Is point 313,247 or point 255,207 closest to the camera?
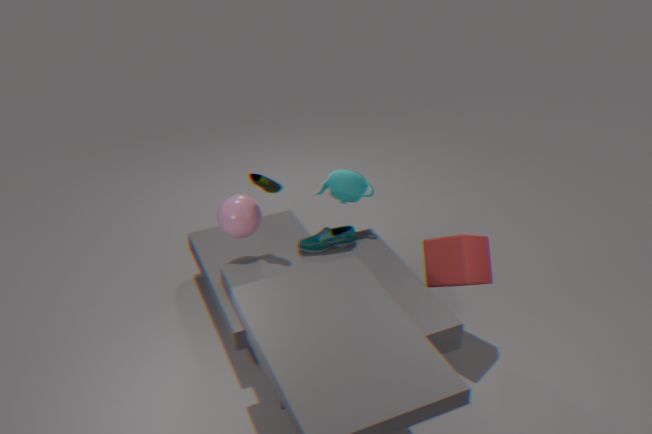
point 255,207
